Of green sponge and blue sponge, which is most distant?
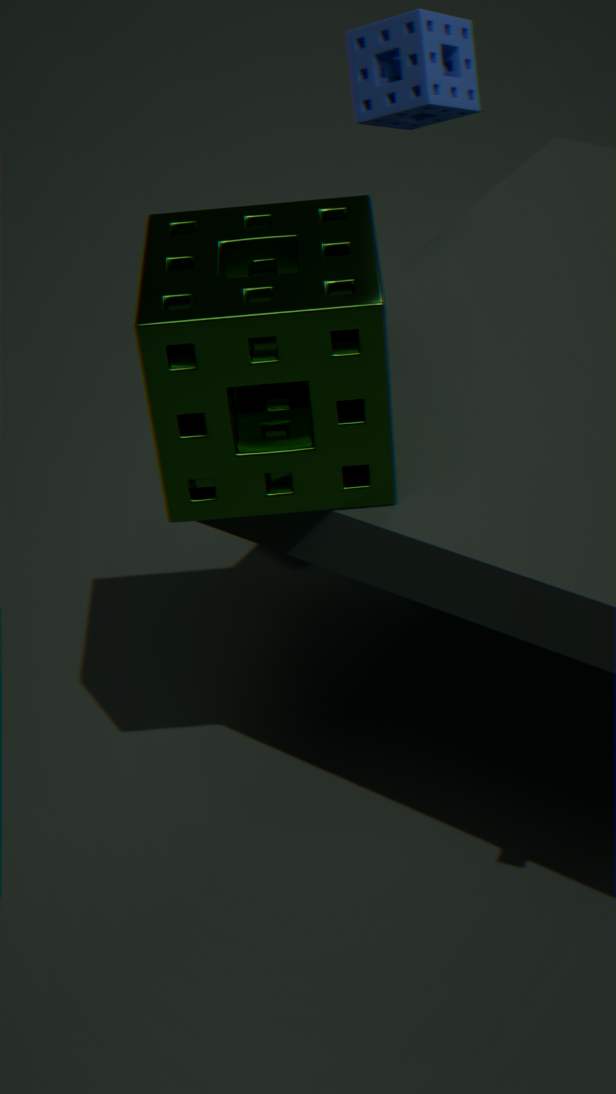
blue sponge
